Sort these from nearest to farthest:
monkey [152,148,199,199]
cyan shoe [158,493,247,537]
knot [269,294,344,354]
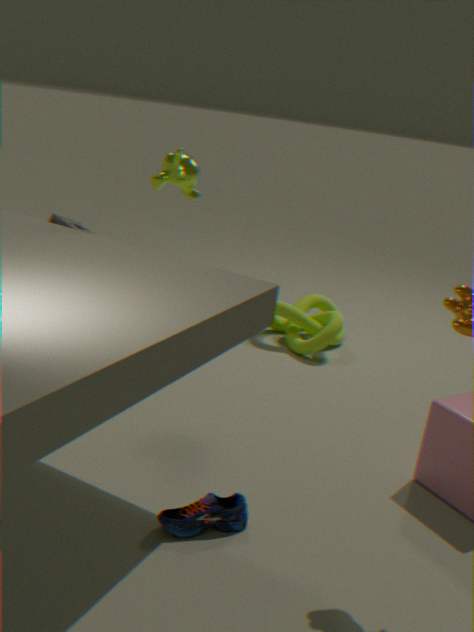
cyan shoe [158,493,247,537]
monkey [152,148,199,199]
knot [269,294,344,354]
